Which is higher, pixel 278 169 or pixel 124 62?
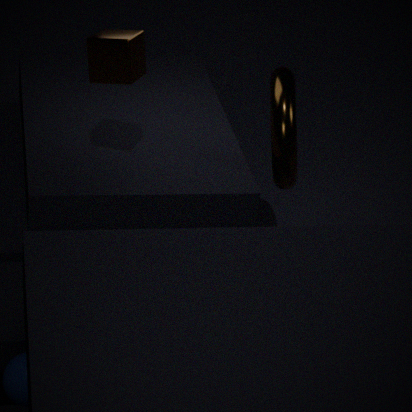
pixel 124 62
